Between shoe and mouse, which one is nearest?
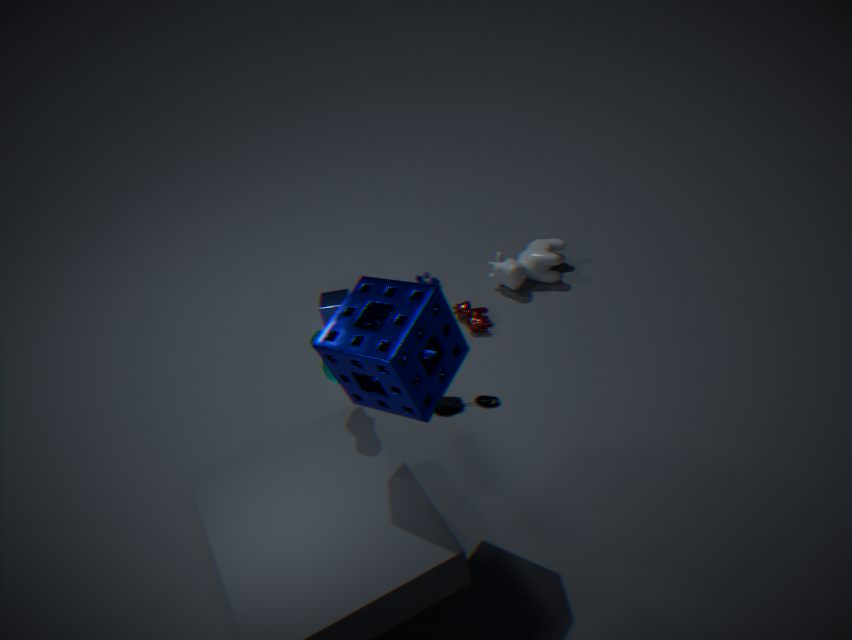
shoe
